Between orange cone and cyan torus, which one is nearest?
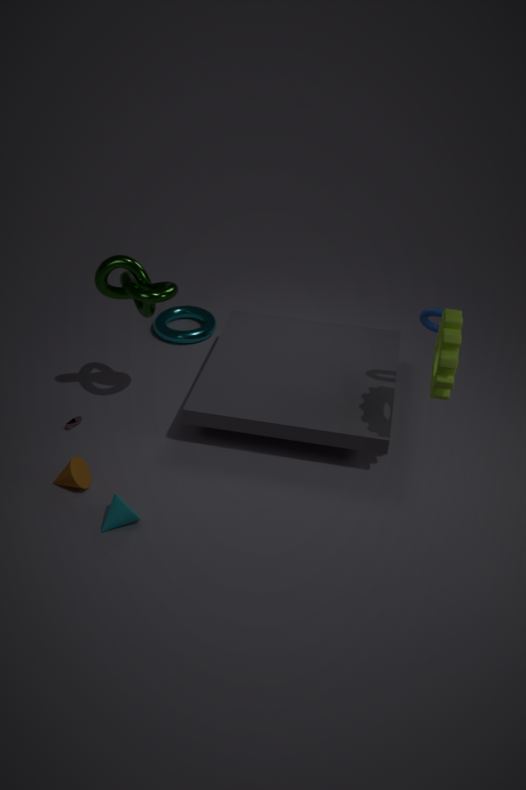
orange cone
